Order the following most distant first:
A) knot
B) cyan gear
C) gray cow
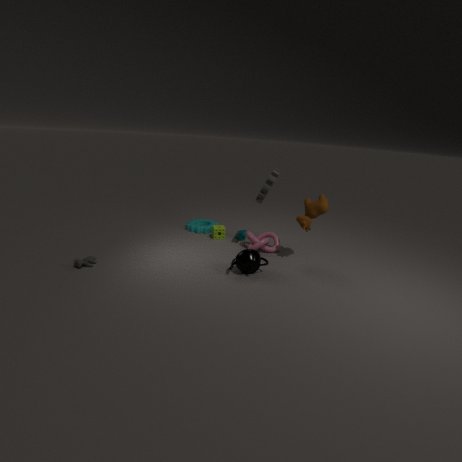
cyan gear → knot → gray cow
